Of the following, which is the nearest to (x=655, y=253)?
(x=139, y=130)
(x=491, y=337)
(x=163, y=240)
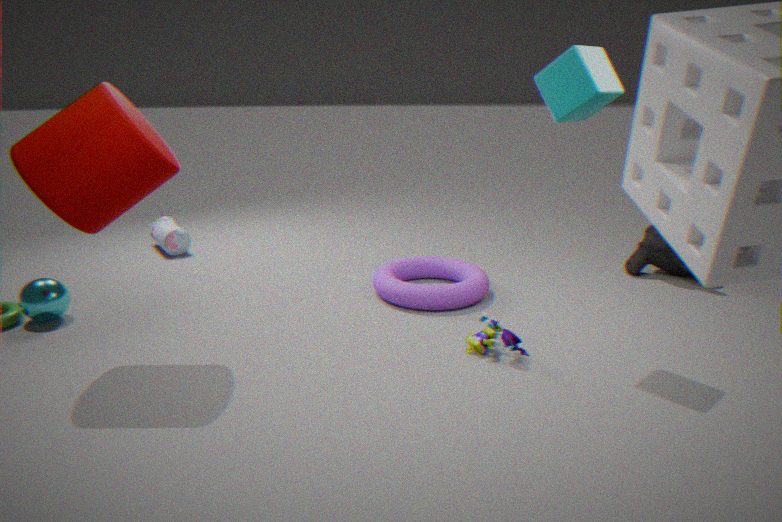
(x=491, y=337)
